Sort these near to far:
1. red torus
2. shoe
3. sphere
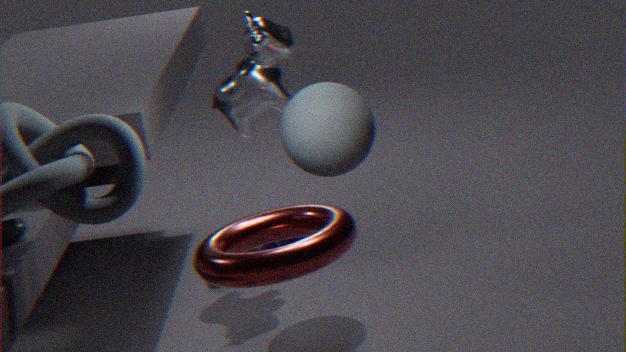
red torus, sphere, shoe
